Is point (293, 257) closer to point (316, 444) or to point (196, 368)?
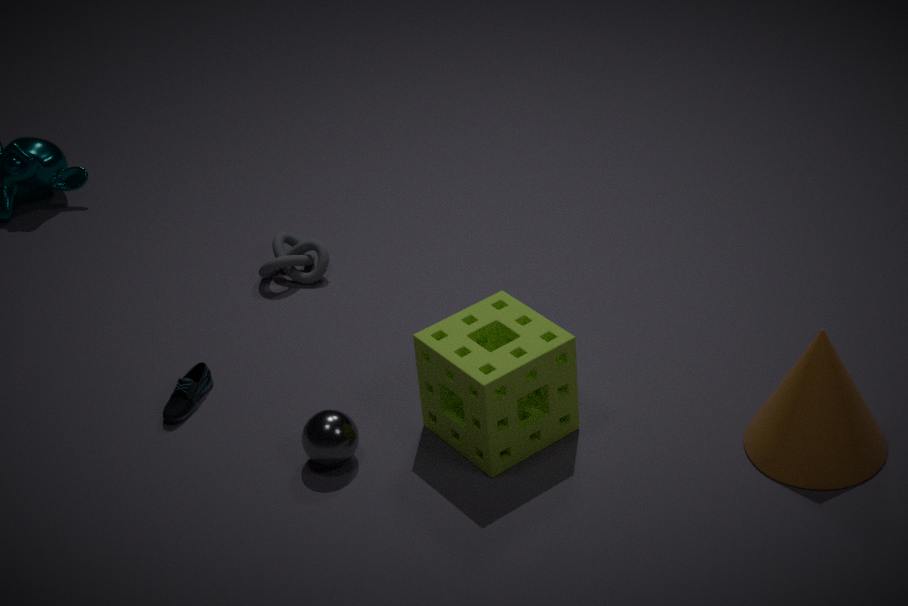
point (196, 368)
